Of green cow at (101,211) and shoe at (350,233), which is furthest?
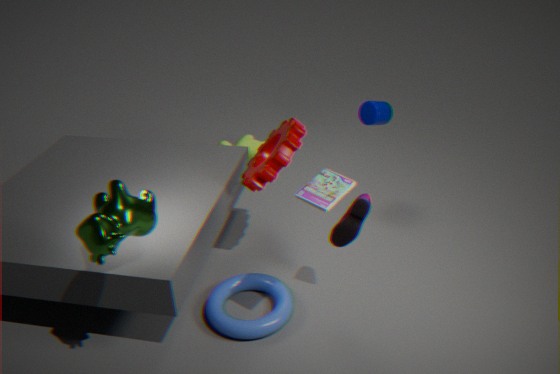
shoe at (350,233)
